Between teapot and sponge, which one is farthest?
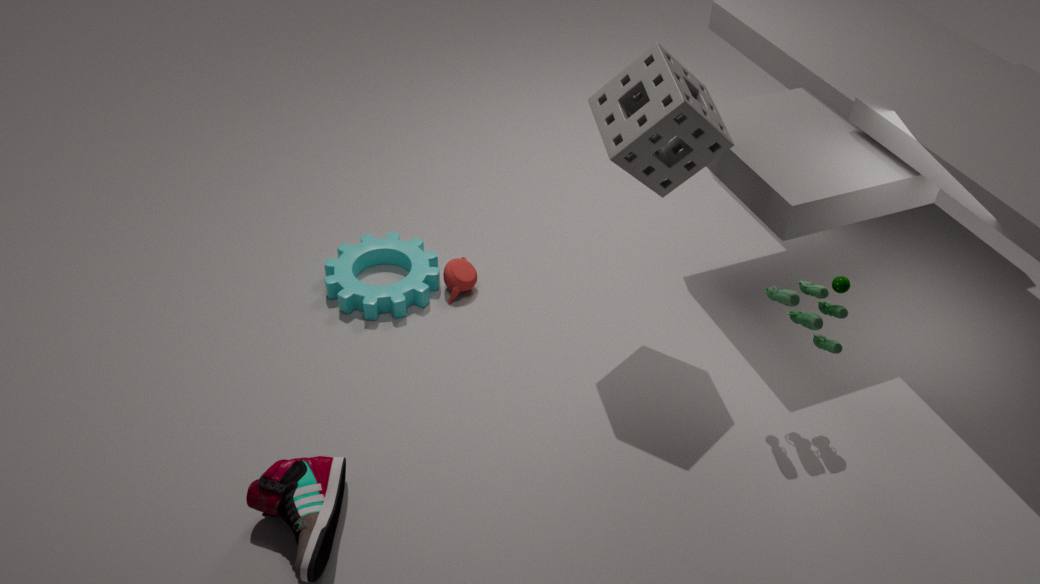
teapot
